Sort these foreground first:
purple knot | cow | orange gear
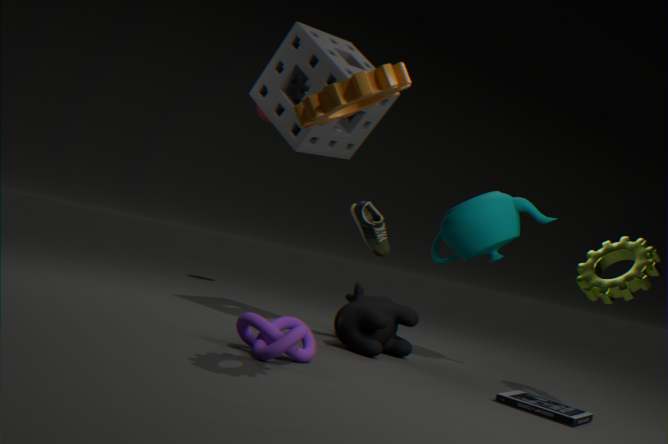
orange gear
purple knot
cow
